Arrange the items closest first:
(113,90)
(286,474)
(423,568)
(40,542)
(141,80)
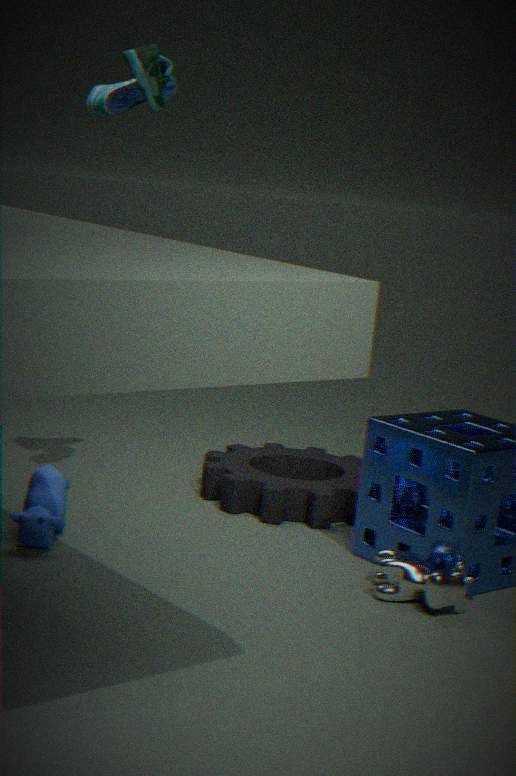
(423,568) < (40,542) < (141,80) < (113,90) < (286,474)
